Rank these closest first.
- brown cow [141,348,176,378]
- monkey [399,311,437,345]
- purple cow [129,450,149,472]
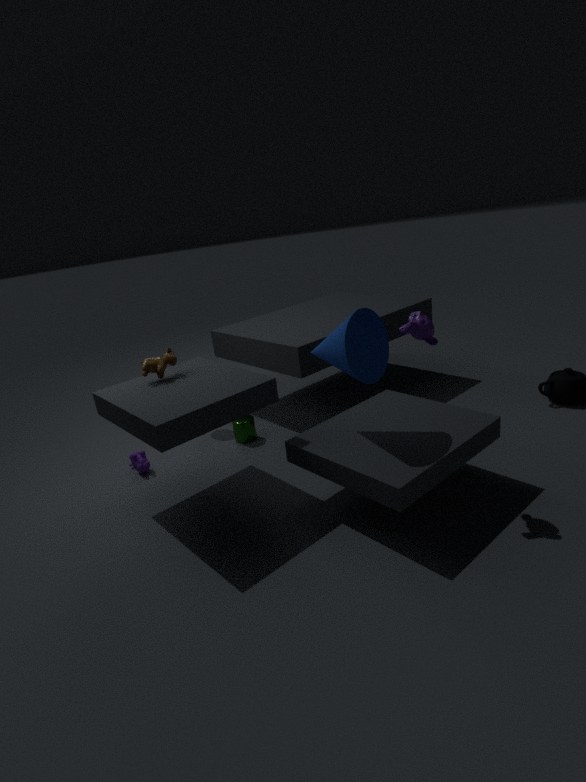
monkey [399,311,437,345] → brown cow [141,348,176,378] → purple cow [129,450,149,472]
